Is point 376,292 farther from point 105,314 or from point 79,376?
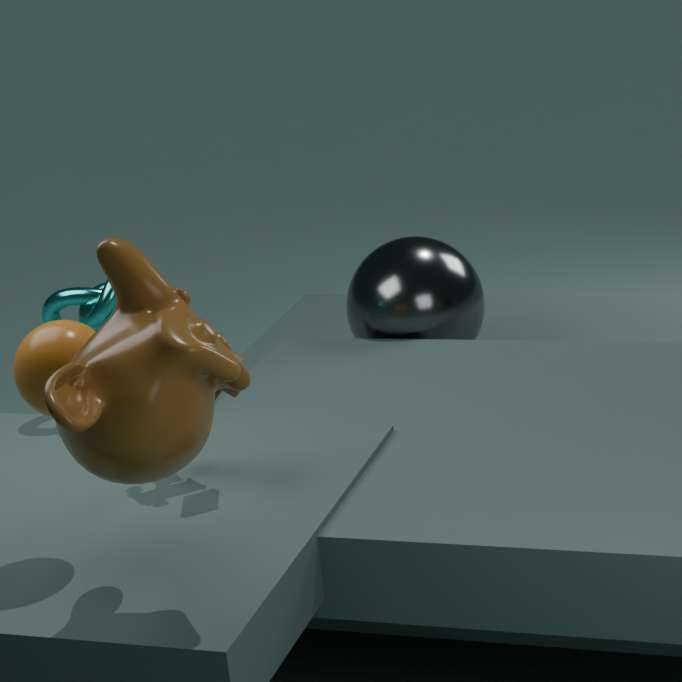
point 79,376
